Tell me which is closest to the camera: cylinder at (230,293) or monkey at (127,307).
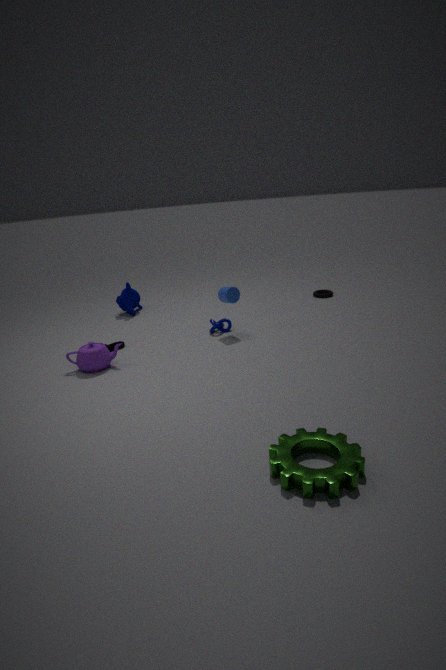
cylinder at (230,293)
